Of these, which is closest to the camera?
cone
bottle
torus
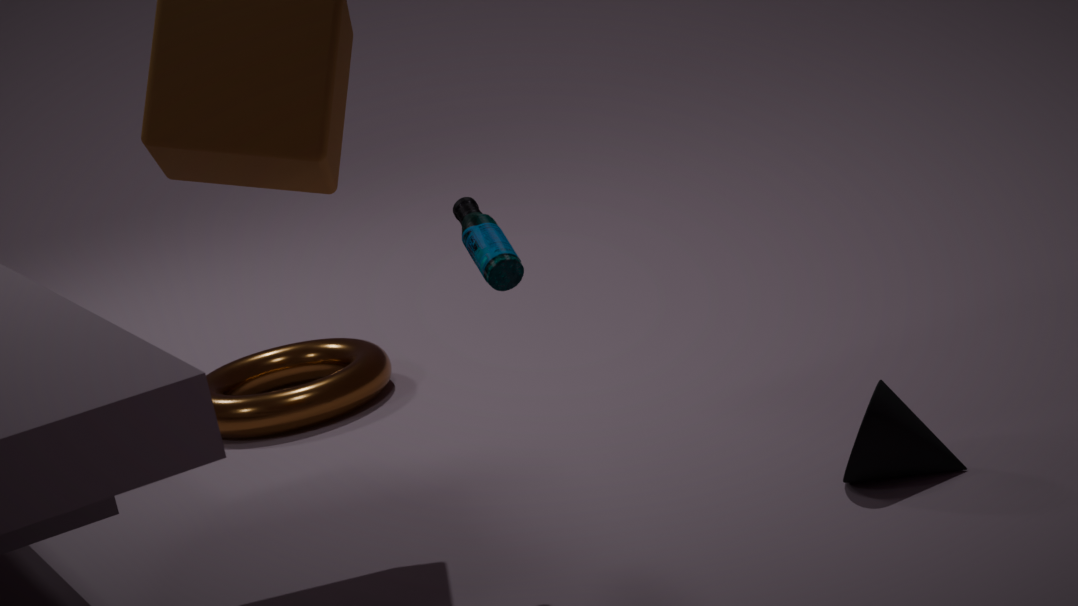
bottle
